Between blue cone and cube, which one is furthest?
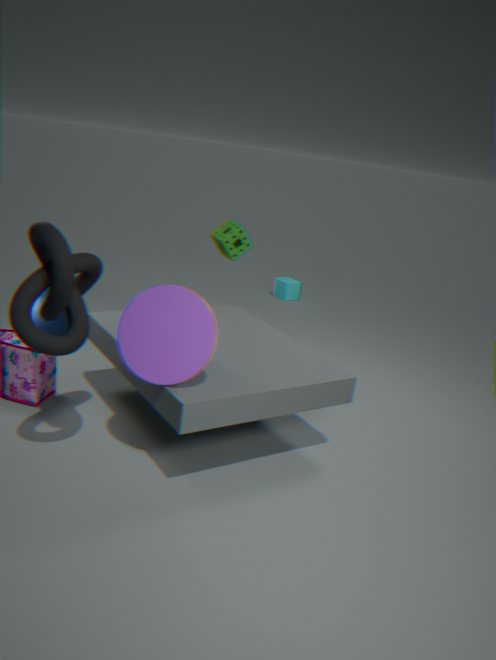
cube
